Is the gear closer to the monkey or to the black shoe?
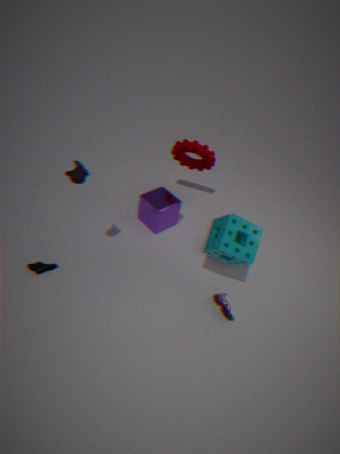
the monkey
